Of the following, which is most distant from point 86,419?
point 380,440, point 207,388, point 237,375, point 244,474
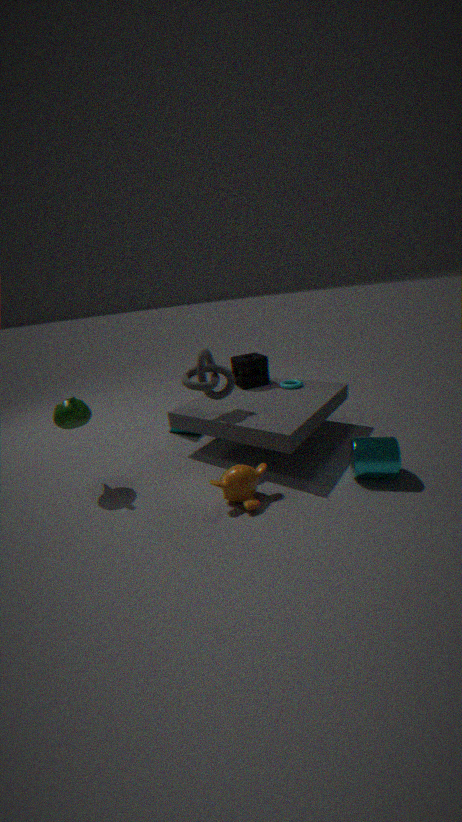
point 380,440
